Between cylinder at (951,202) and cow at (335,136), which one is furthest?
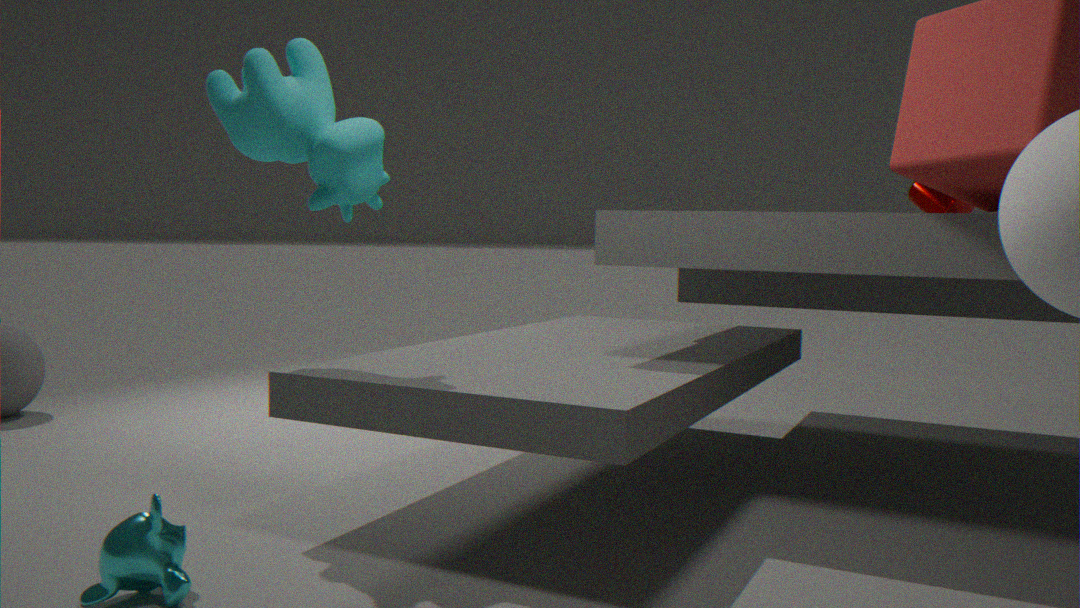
cylinder at (951,202)
